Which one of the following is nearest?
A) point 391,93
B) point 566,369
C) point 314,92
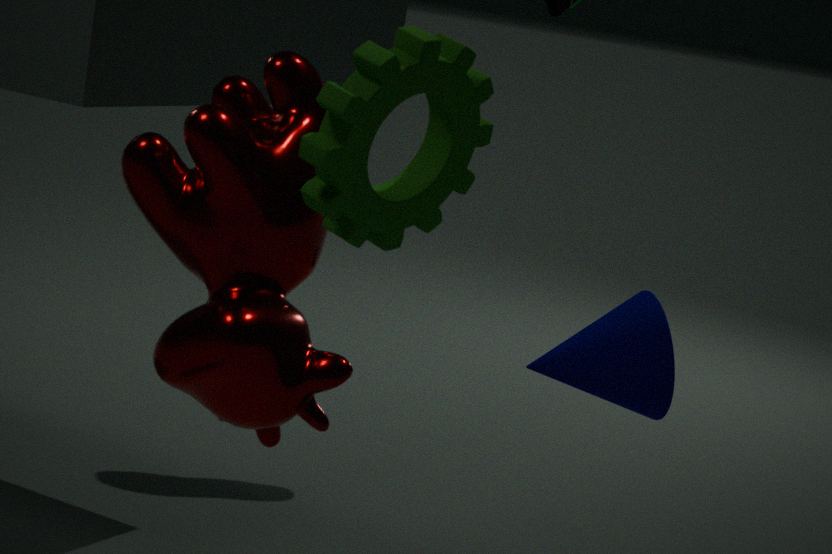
point 391,93
